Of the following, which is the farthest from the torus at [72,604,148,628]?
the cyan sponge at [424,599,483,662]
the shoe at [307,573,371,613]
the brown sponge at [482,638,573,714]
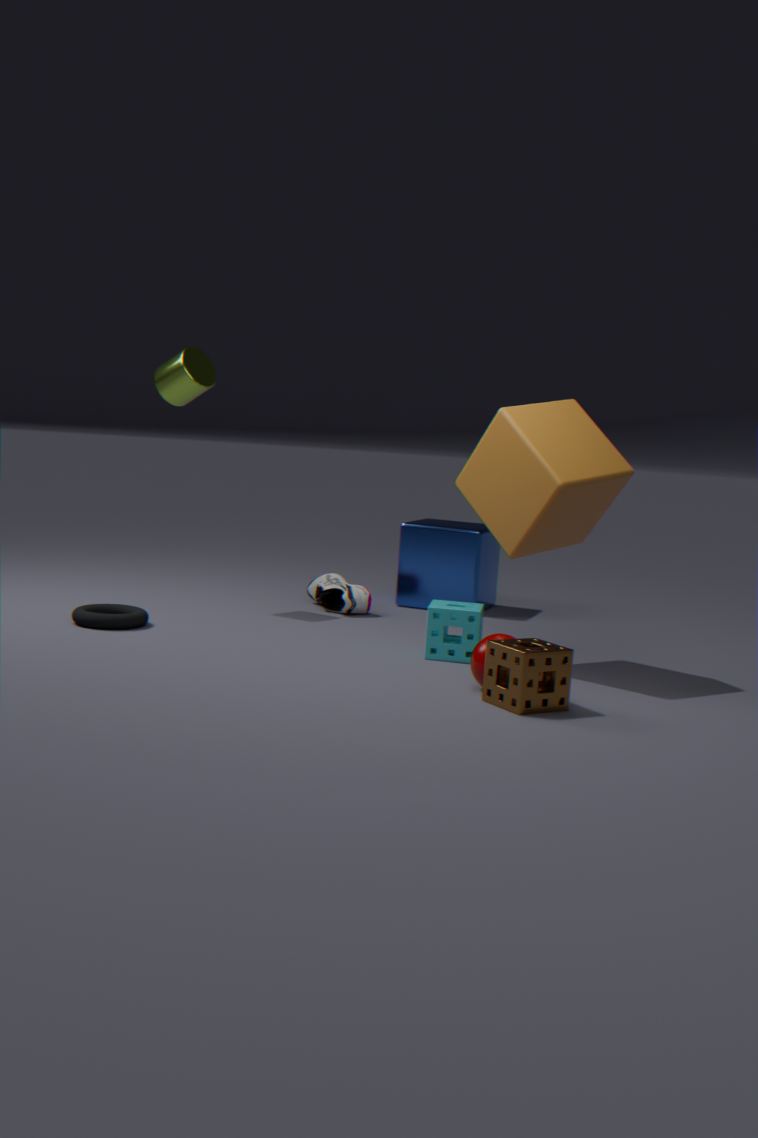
the brown sponge at [482,638,573,714]
